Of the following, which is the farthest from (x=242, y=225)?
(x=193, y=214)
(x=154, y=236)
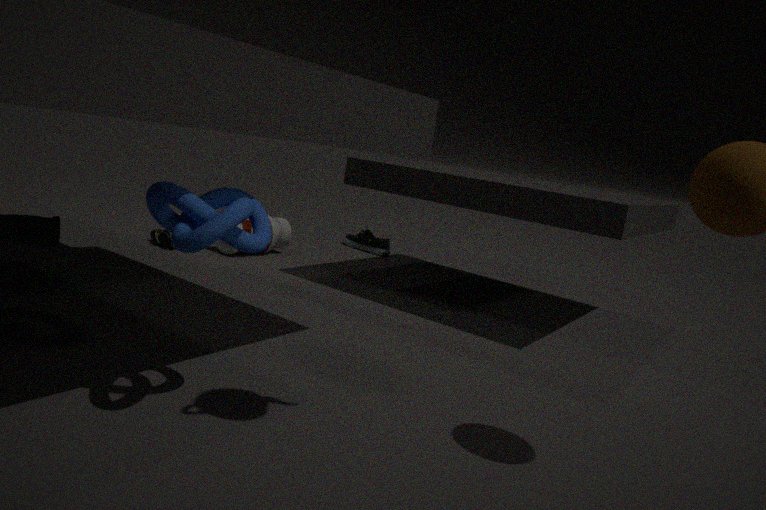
(x=193, y=214)
